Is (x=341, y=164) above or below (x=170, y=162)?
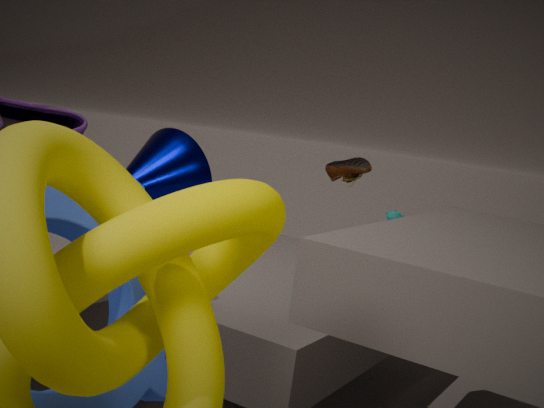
above
